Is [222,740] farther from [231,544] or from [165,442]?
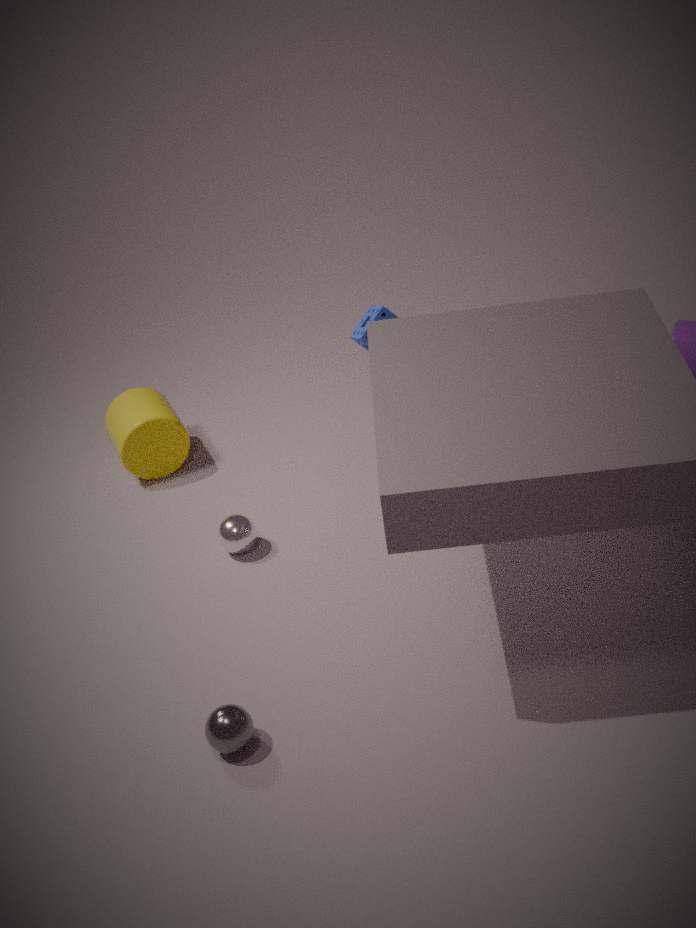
[165,442]
